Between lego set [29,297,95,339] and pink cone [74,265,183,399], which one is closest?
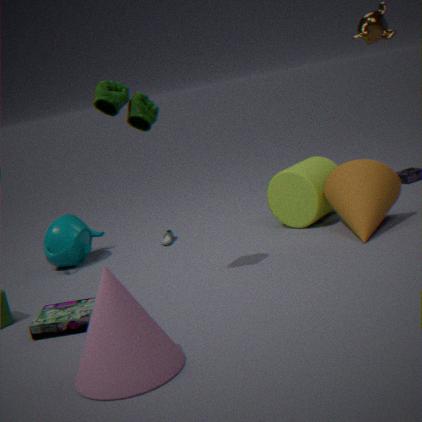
pink cone [74,265,183,399]
